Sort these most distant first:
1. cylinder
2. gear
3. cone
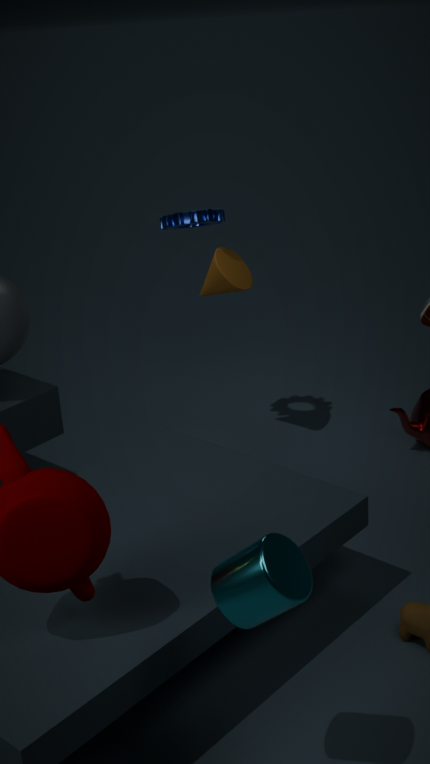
cone
gear
cylinder
